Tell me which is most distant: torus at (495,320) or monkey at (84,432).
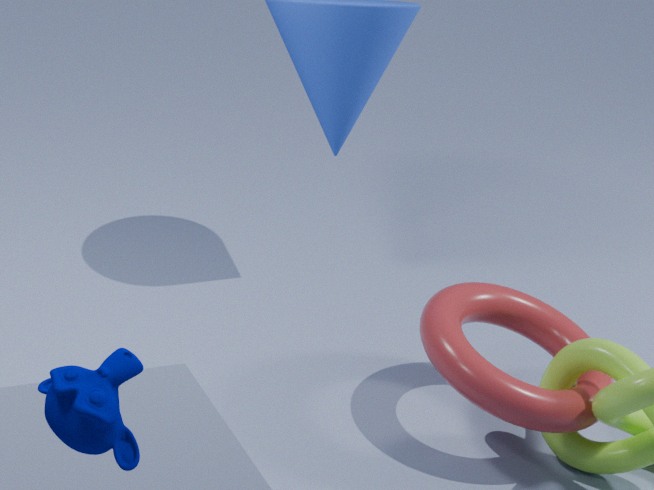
torus at (495,320)
